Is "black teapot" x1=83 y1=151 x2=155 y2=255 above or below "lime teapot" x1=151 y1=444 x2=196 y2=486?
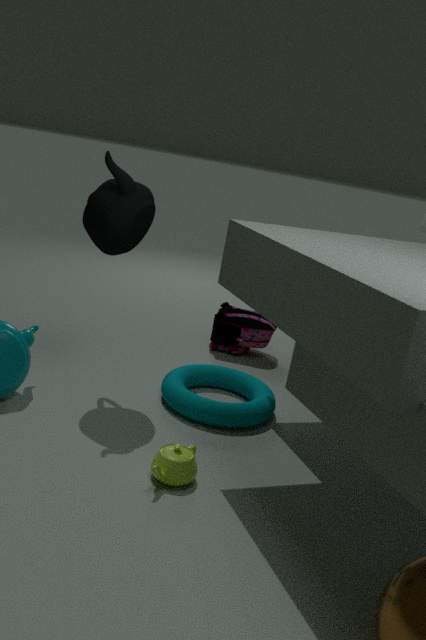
above
